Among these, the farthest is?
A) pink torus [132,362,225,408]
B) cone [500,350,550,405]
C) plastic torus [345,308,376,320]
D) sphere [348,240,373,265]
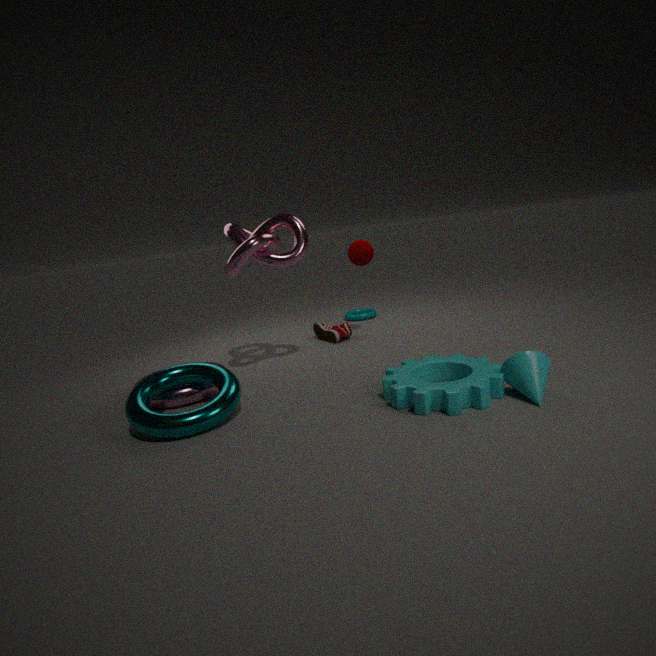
plastic torus [345,308,376,320]
